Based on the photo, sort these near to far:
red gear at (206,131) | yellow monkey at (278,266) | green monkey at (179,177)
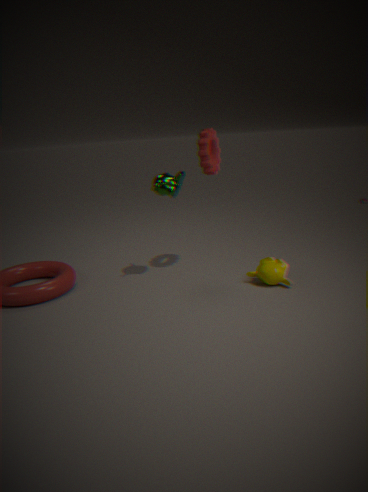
yellow monkey at (278,266)
green monkey at (179,177)
red gear at (206,131)
